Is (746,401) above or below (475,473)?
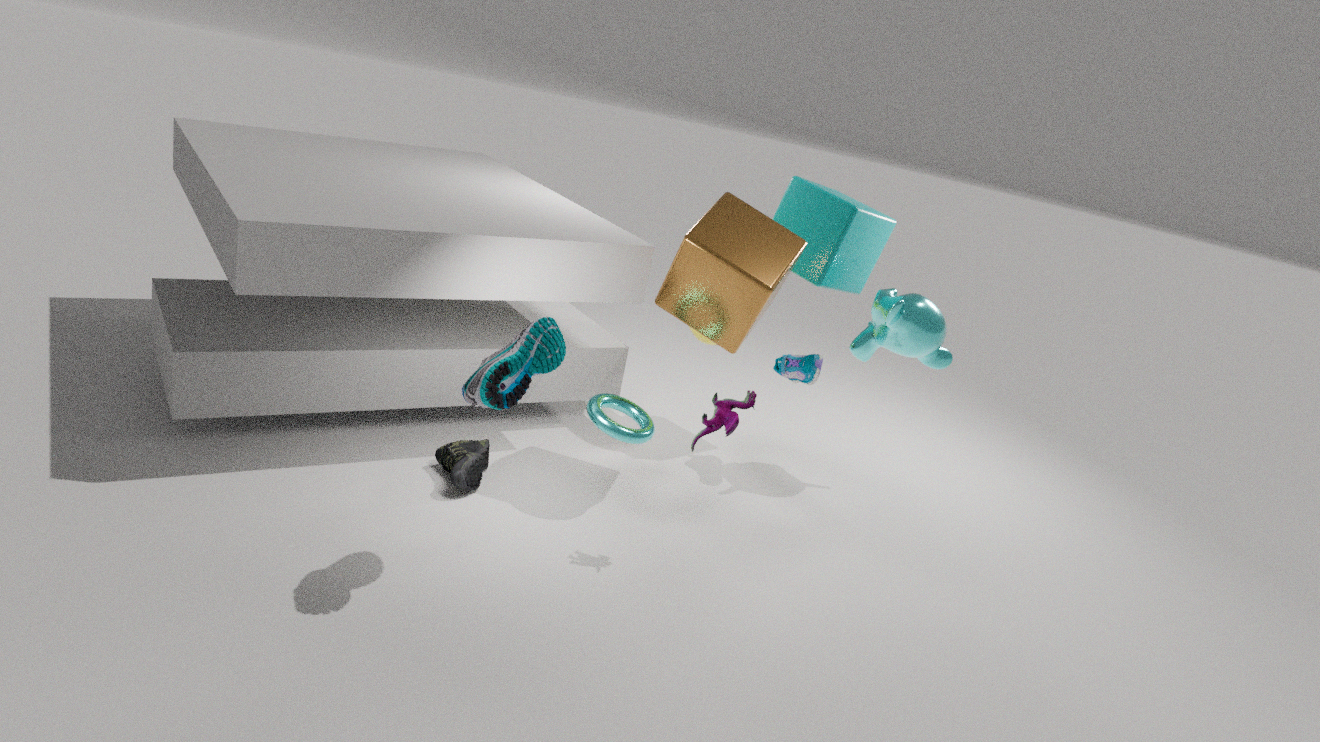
above
